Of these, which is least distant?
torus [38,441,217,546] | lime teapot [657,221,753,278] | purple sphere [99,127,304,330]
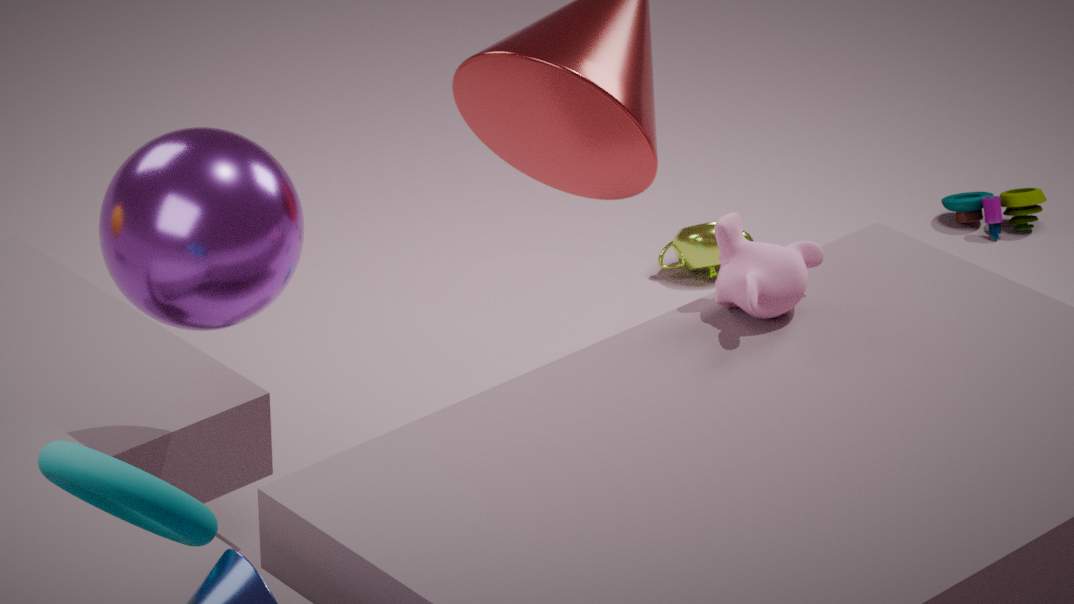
torus [38,441,217,546]
